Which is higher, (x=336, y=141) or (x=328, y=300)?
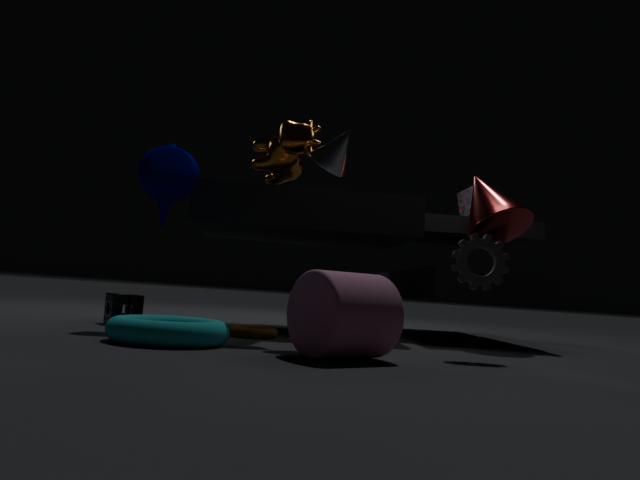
(x=336, y=141)
